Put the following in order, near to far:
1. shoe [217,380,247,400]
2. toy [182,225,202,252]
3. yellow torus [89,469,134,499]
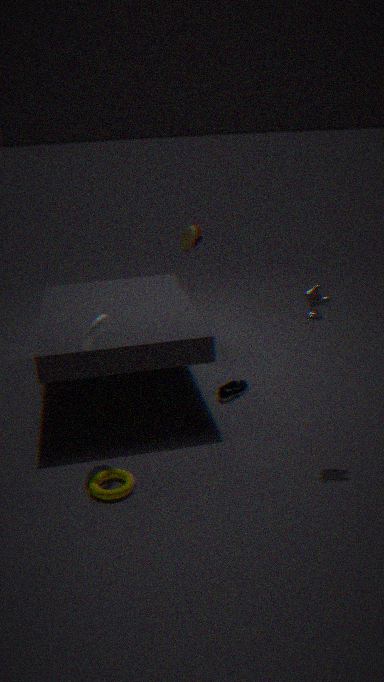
yellow torus [89,469,134,499] < shoe [217,380,247,400] < toy [182,225,202,252]
